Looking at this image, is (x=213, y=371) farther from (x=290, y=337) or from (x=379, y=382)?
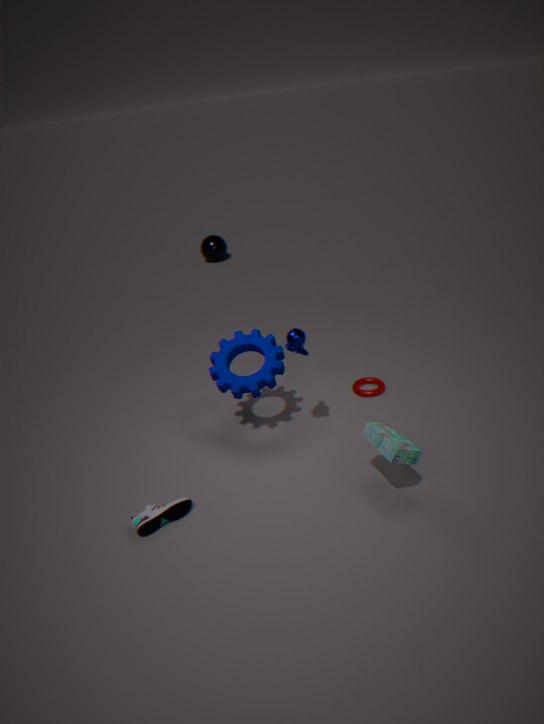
(x=379, y=382)
